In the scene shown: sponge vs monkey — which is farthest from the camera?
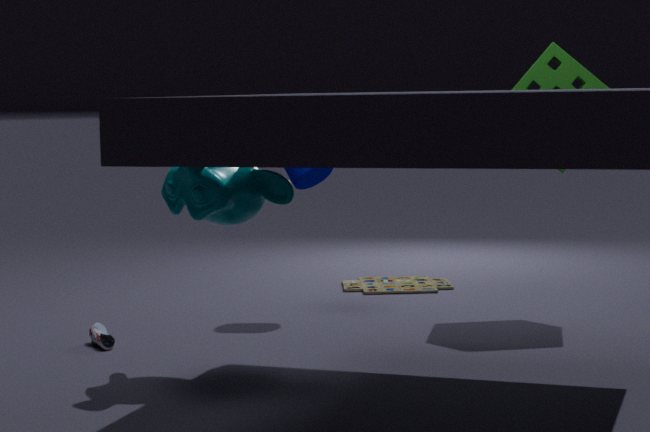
sponge
